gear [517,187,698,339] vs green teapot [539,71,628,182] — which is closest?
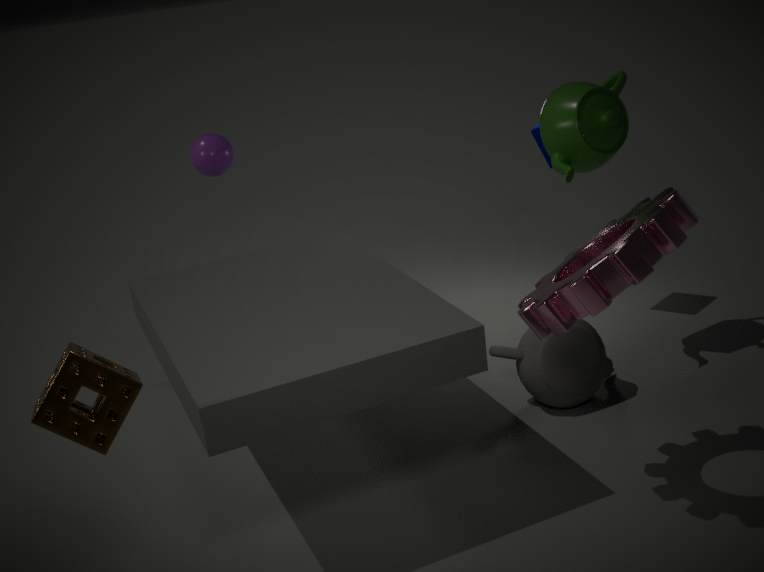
gear [517,187,698,339]
